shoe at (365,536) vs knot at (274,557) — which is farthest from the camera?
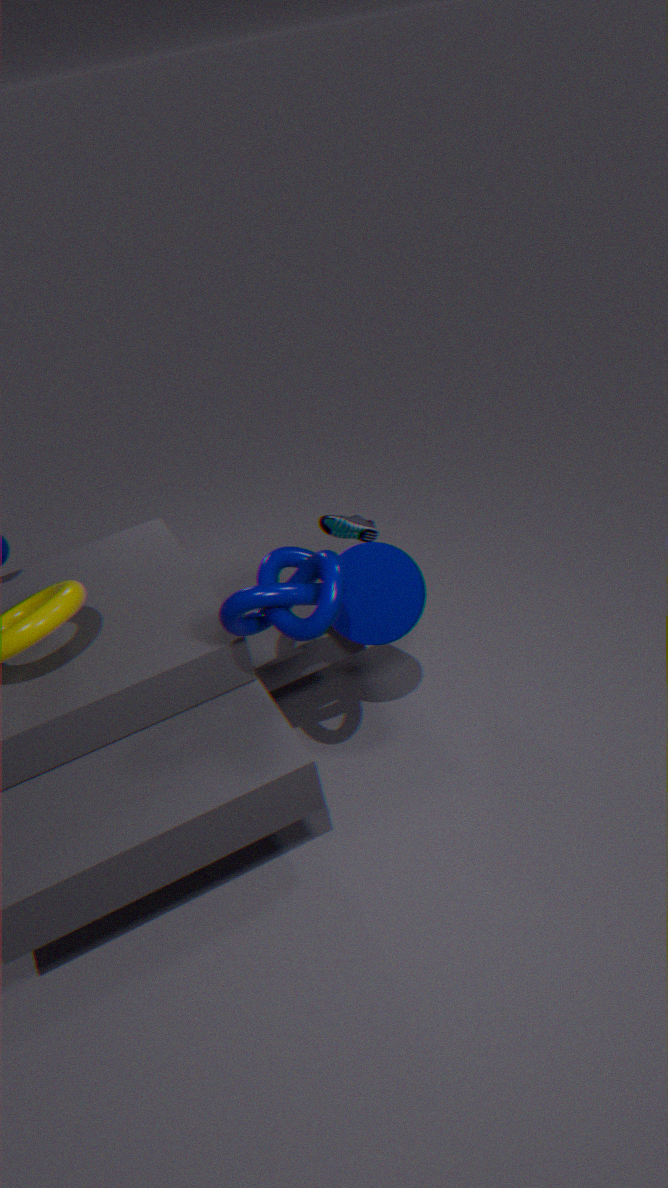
shoe at (365,536)
